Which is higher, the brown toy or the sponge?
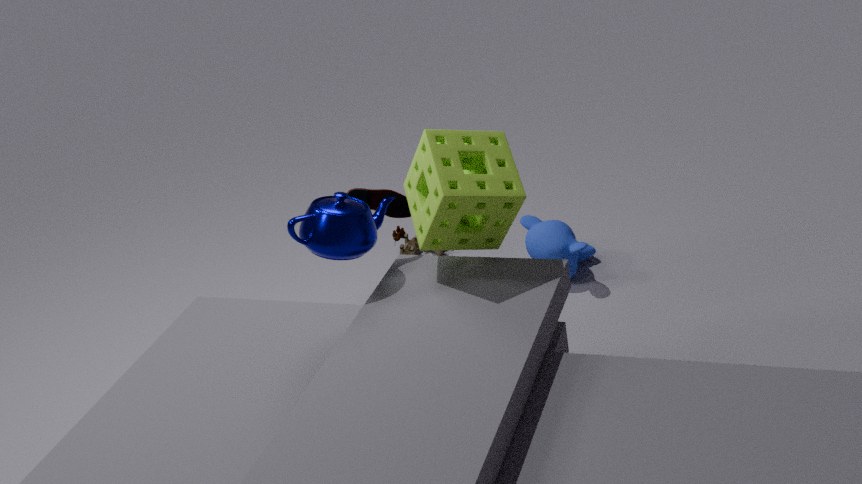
the sponge
